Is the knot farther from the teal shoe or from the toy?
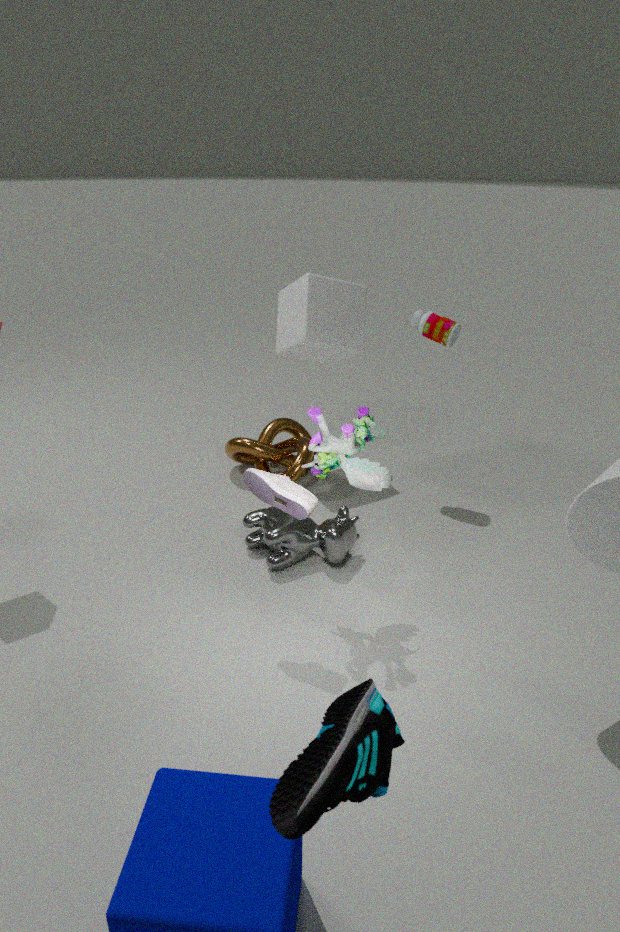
the teal shoe
